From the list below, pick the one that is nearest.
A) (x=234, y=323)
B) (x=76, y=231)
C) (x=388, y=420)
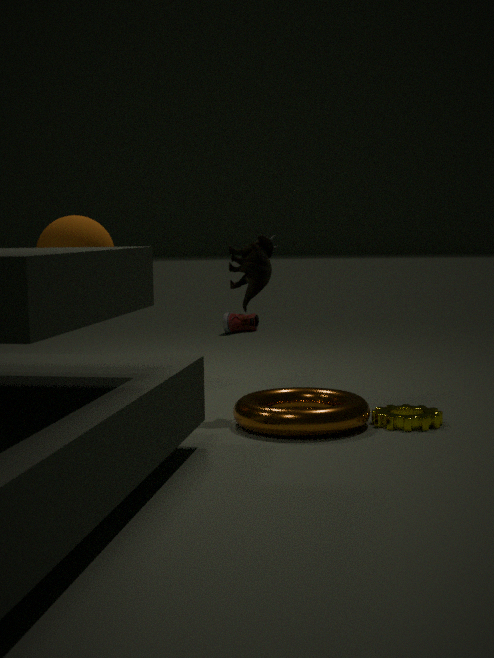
(x=388, y=420)
